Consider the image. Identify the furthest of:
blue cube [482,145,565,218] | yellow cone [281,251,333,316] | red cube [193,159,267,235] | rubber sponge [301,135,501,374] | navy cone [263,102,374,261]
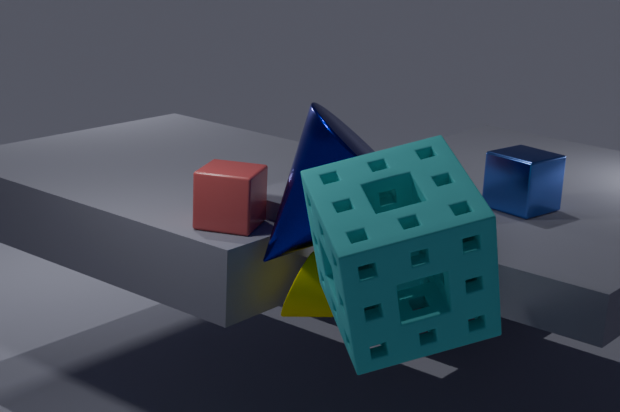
blue cube [482,145,565,218]
